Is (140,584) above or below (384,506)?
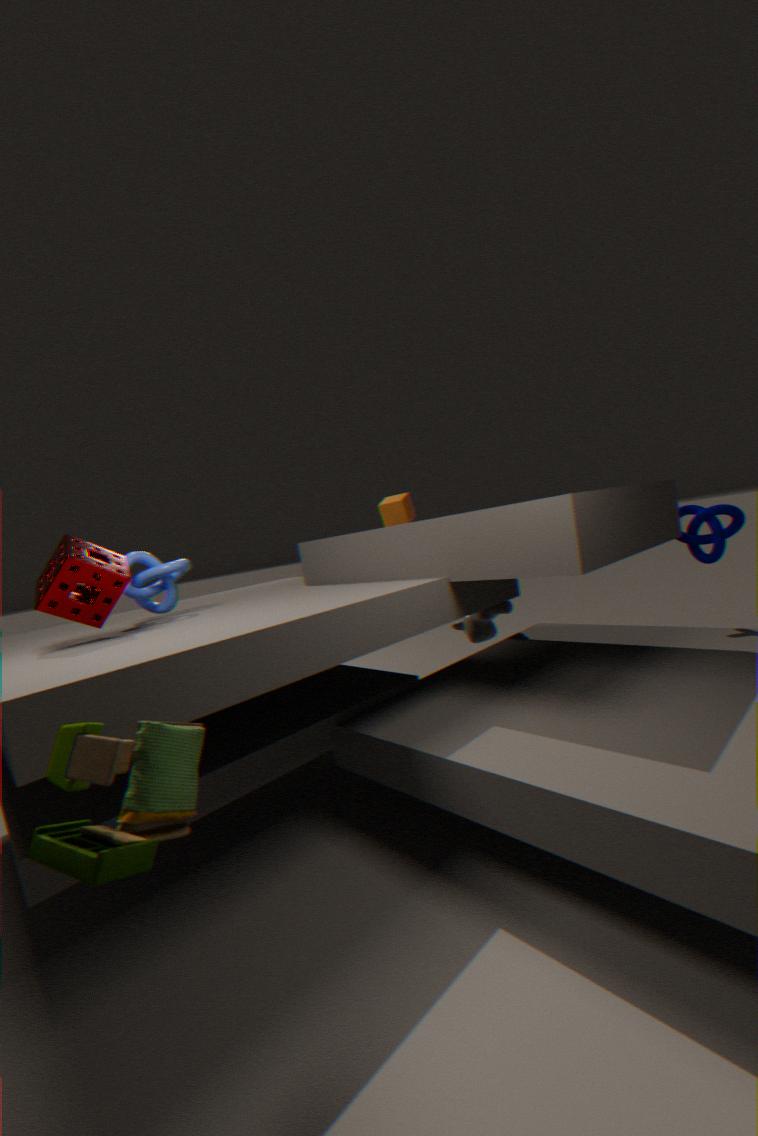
below
